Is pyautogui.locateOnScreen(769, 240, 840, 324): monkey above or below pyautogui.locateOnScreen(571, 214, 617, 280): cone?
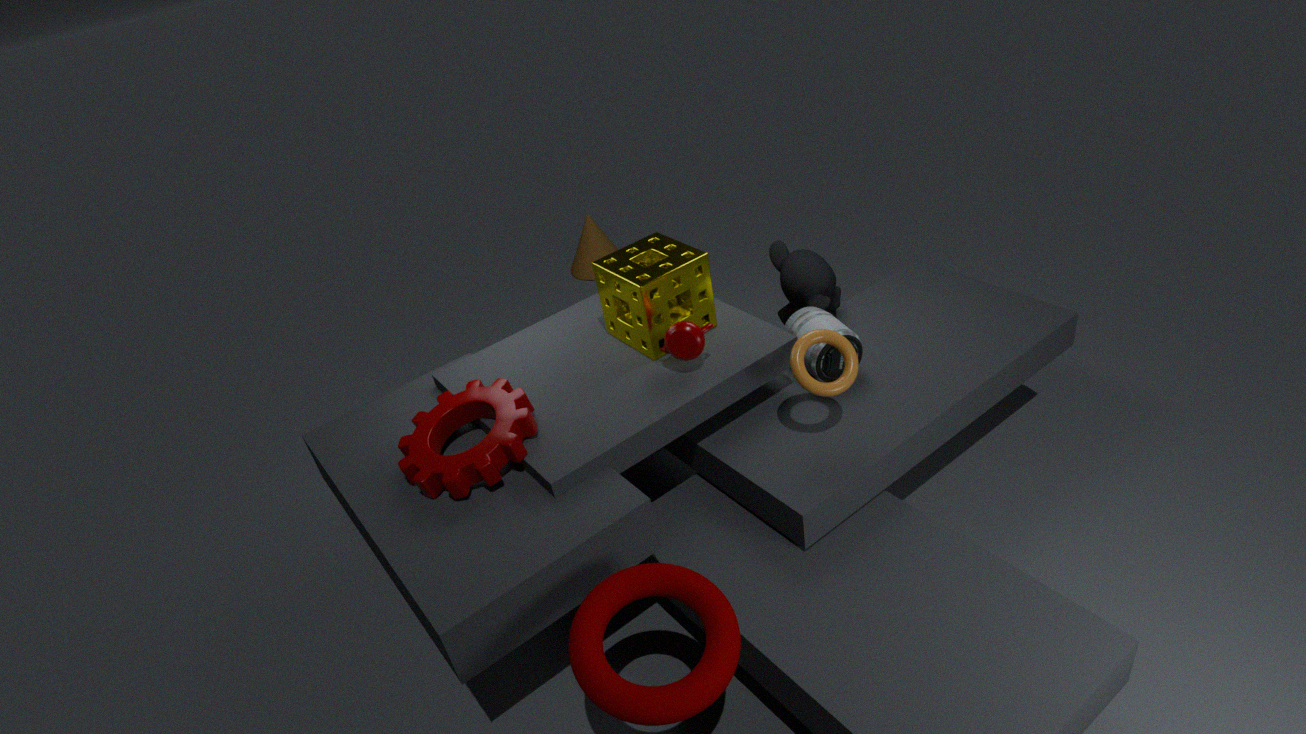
above
